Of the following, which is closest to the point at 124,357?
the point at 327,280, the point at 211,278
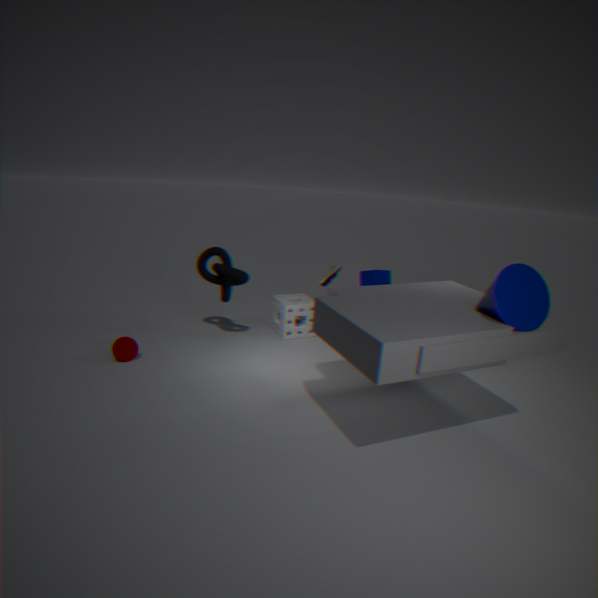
the point at 211,278
